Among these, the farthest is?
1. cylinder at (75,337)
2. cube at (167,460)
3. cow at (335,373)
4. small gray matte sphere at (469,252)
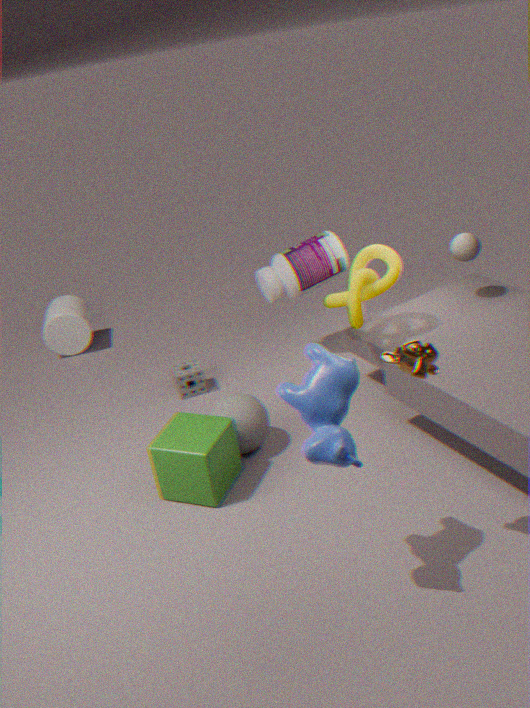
cylinder at (75,337)
